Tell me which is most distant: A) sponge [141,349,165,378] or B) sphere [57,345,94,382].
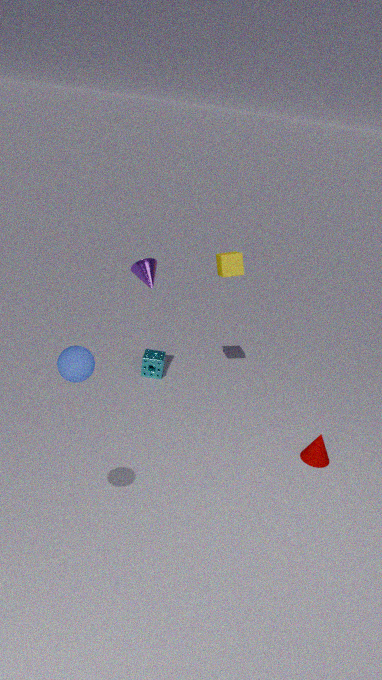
A. sponge [141,349,165,378]
